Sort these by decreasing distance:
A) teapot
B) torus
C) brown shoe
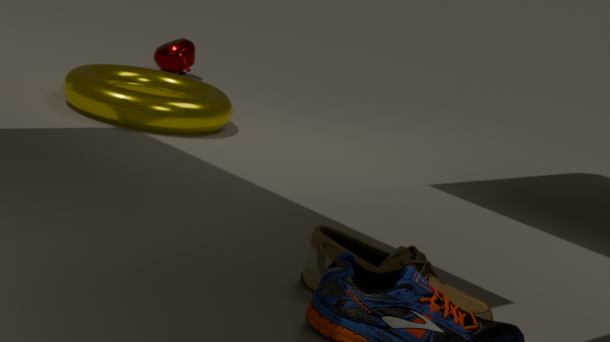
teapot → torus → brown shoe
